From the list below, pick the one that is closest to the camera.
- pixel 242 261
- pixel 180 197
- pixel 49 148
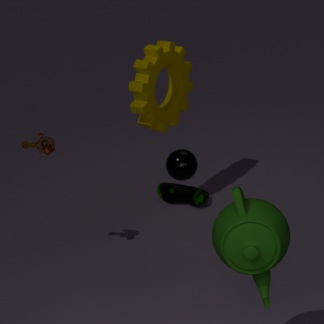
pixel 242 261
